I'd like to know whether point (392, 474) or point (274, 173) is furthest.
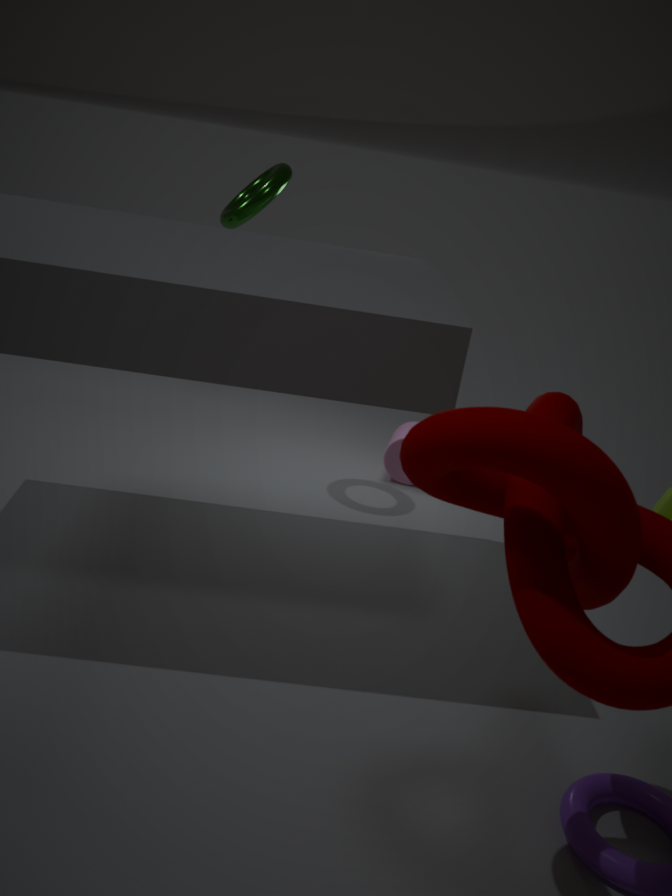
point (392, 474)
